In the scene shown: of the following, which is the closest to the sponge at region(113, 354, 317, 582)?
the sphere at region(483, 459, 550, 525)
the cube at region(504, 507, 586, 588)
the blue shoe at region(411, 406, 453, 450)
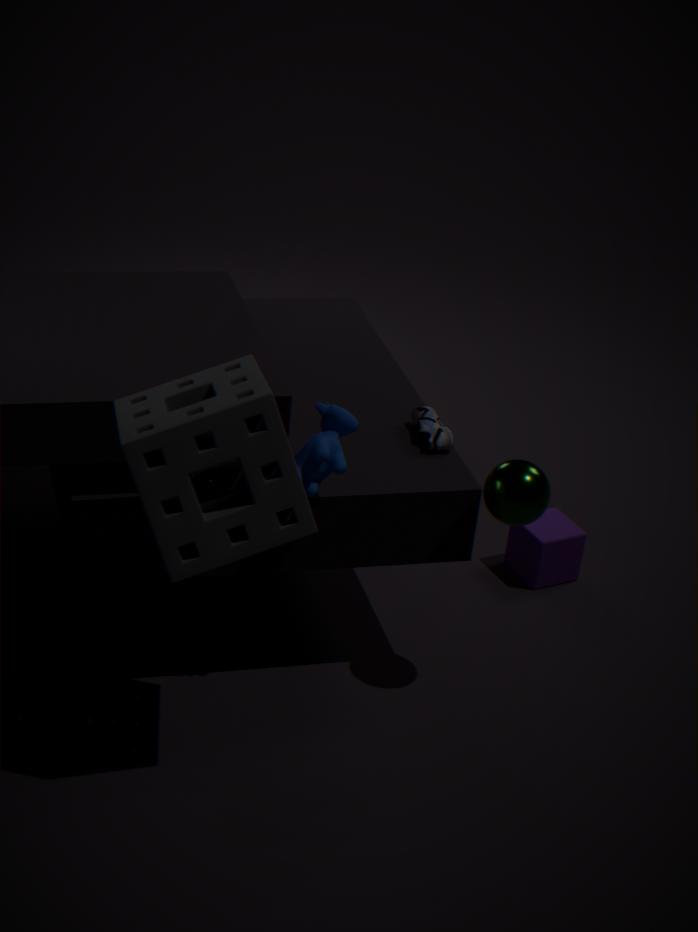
the sphere at region(483, 459, 550, 525)
